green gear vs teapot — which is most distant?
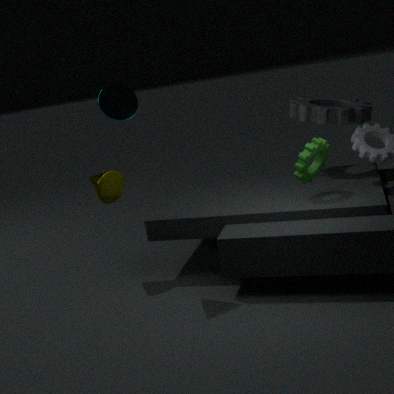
teapot
